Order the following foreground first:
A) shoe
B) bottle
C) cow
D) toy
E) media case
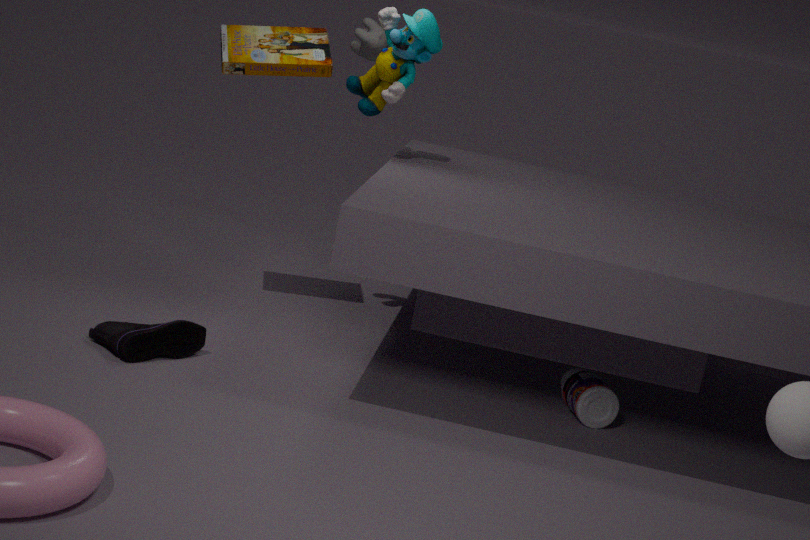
shoe → bottle → media case → toy → cow
